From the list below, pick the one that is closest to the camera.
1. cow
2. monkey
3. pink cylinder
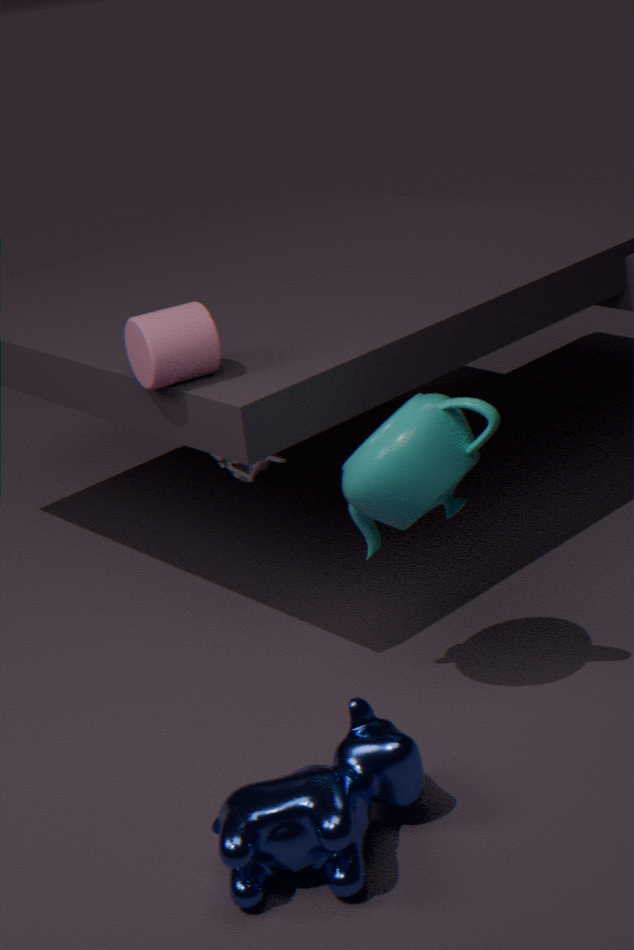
cow
